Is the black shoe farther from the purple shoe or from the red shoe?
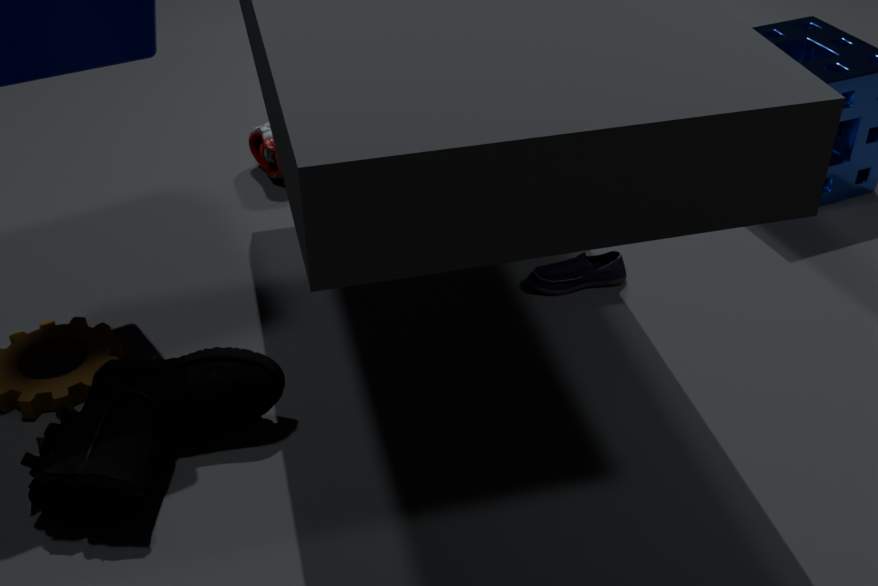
the red shoe
